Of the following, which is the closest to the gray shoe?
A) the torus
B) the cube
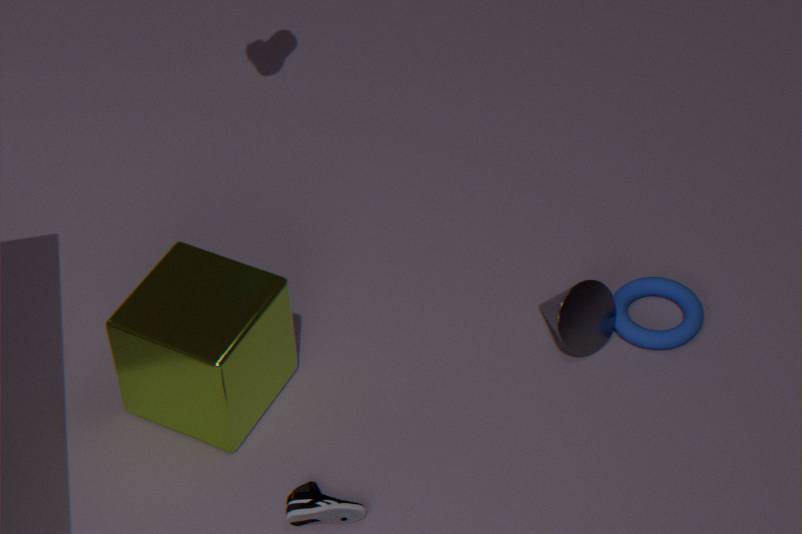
the cube
